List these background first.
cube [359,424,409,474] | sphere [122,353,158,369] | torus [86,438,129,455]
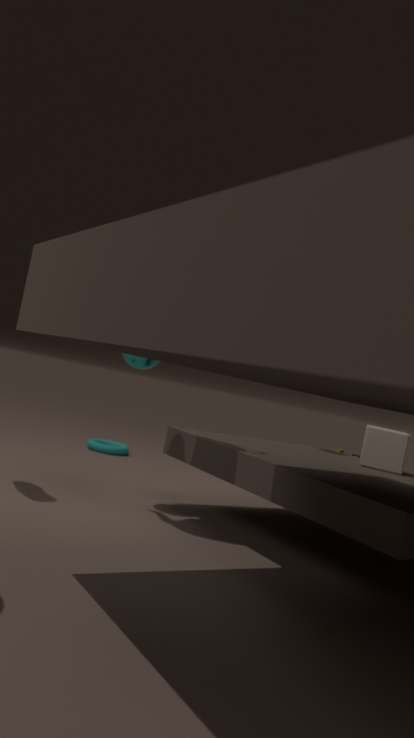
torus [86,438,129,455] → cube [359,424,409,474] → sphere [122,353,158,369]
